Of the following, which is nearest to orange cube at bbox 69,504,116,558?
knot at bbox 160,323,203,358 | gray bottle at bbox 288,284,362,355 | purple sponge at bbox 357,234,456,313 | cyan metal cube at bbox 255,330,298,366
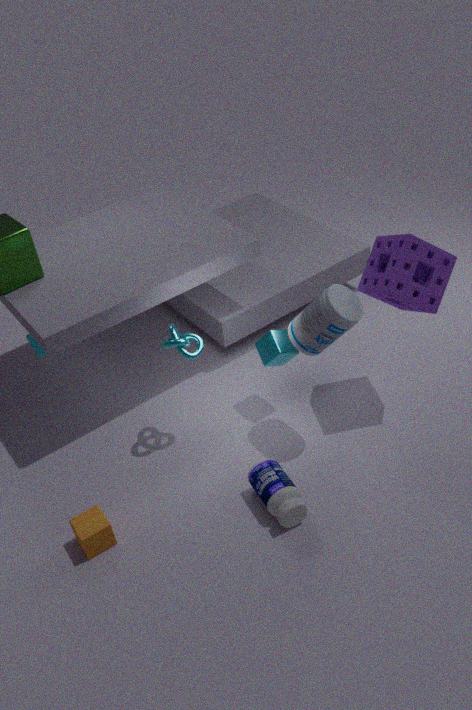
knot at bbox 160,323,203,358
